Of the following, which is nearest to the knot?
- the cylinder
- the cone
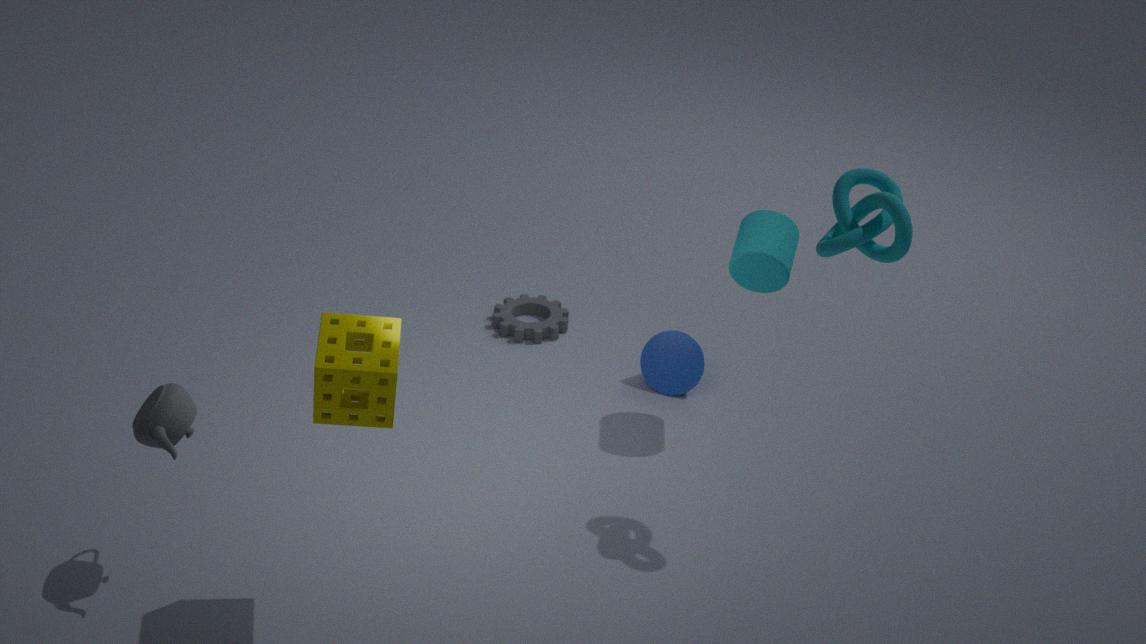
Result: the cylinder
